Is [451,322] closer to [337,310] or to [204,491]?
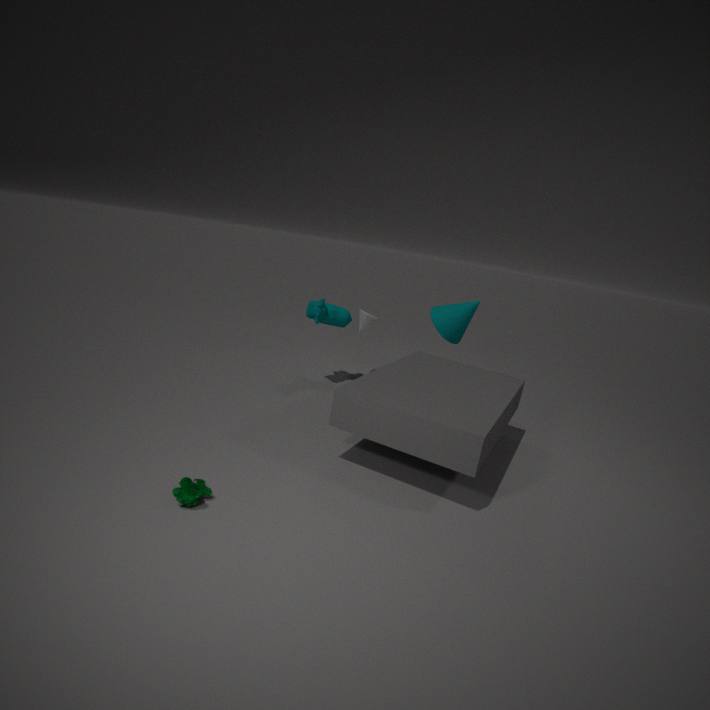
[337,310]
